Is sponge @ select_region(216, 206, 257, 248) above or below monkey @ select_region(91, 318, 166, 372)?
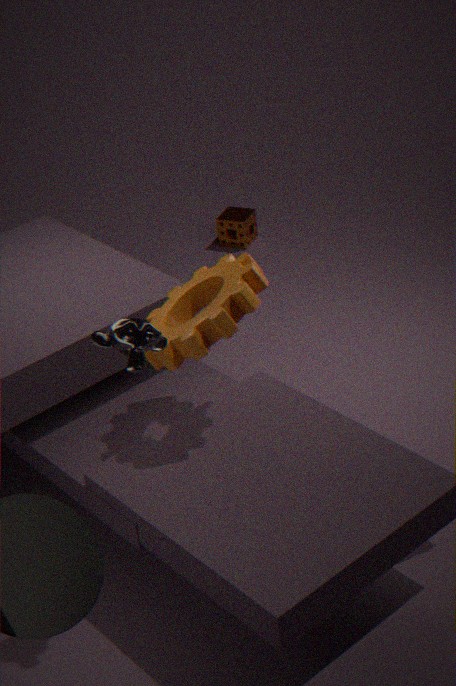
below
